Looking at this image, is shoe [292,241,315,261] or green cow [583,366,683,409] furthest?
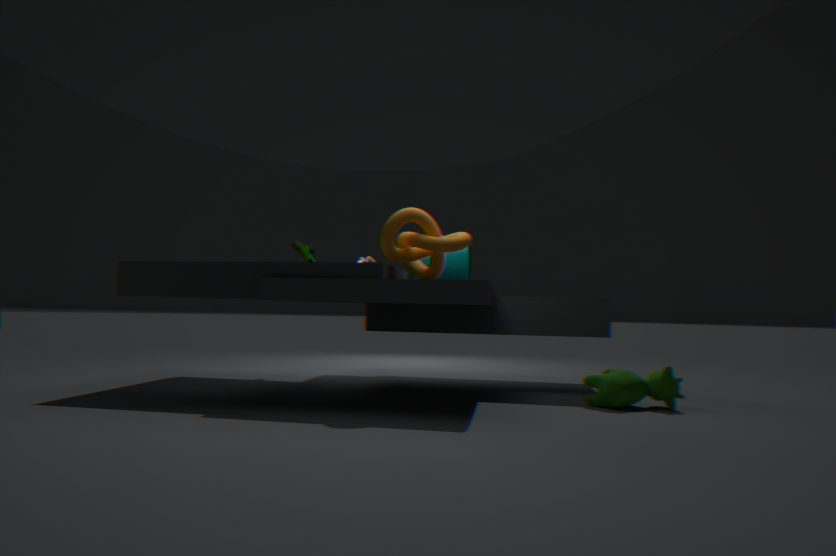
shoe [292,241,315,261]
